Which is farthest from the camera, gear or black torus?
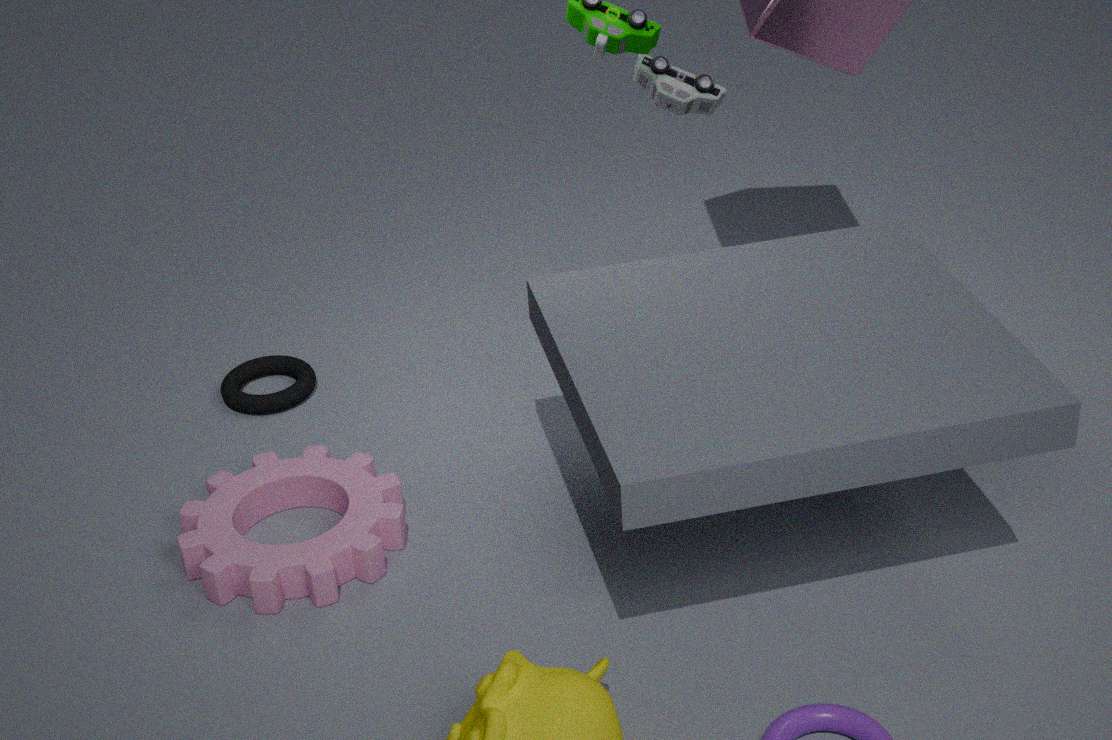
black torus
